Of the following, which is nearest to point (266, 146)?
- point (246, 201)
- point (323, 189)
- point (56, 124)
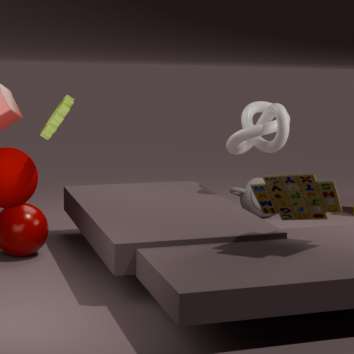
point (246, 201)
